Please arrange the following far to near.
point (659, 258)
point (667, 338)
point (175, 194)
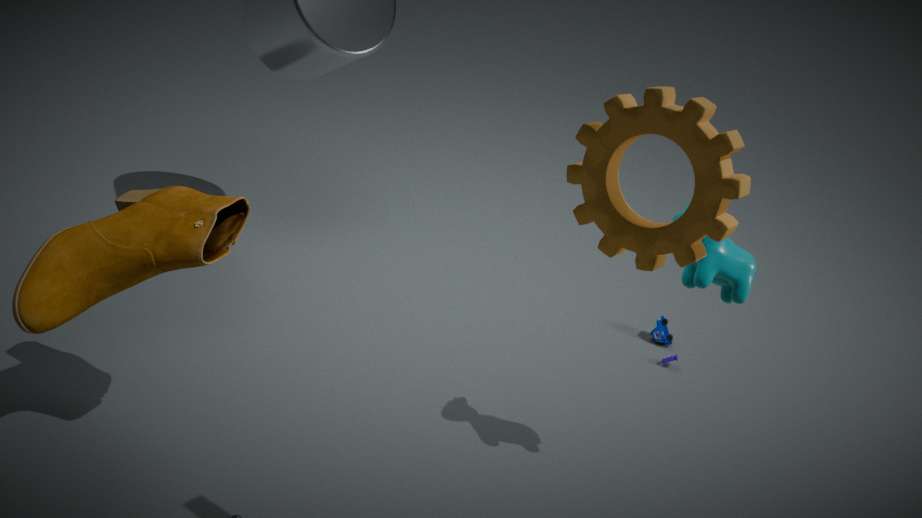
point (667, 338)
point (175, 194)
point (659, 258)
